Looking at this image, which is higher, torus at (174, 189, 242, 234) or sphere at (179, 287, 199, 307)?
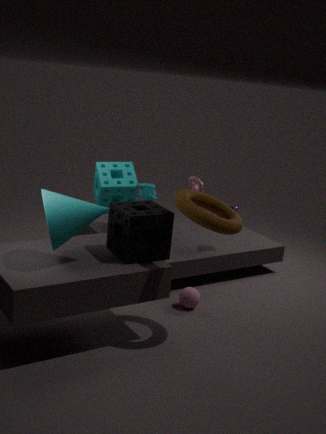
torus at (174, 189, 242, 234)
